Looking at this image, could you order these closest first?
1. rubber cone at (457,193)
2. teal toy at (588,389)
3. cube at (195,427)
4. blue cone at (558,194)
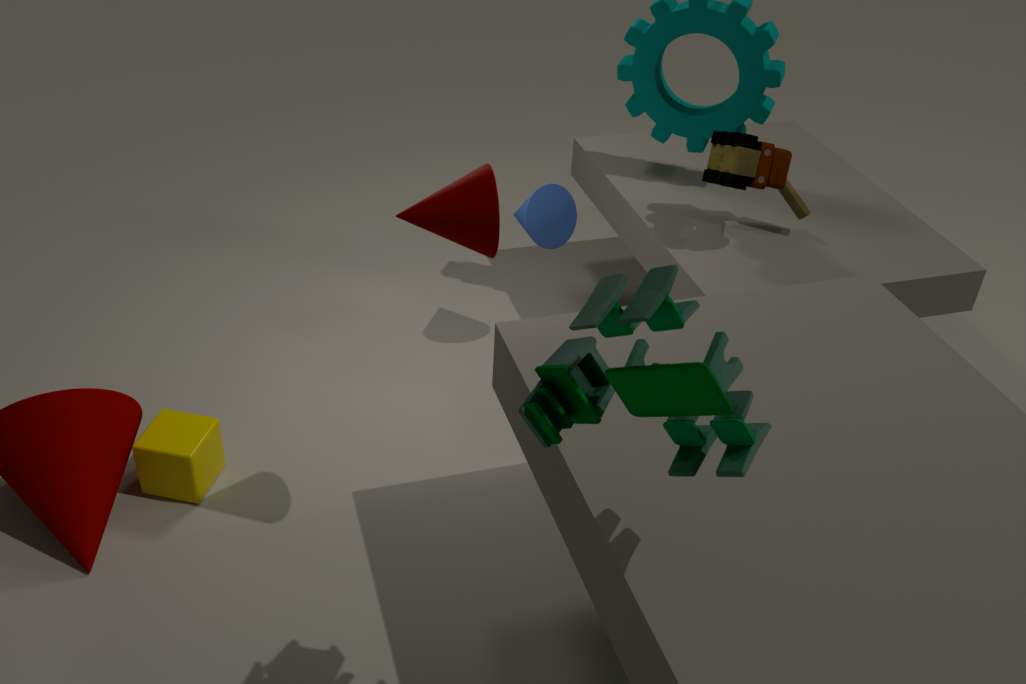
teal toy at (588,389), rubber cone at (457,193), cube at (195,427), blue cone at (558,194)
